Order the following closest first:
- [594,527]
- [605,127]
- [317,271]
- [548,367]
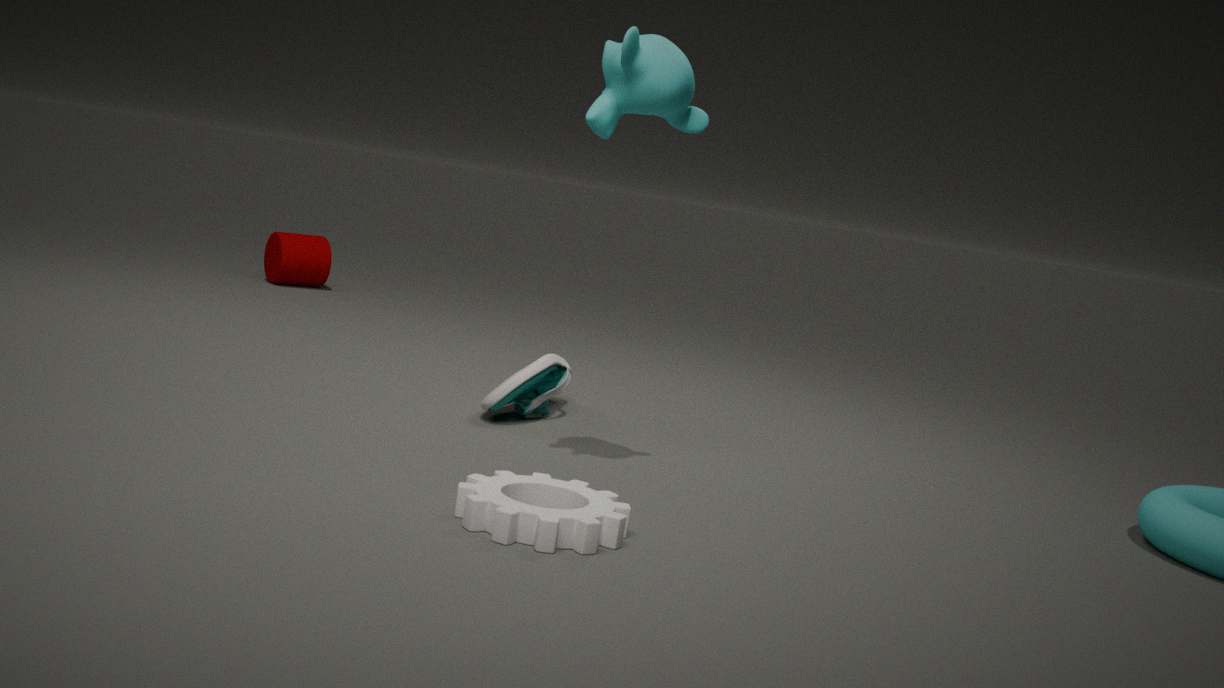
[594,527] < [605,127] < [548,367] < [317,271]
